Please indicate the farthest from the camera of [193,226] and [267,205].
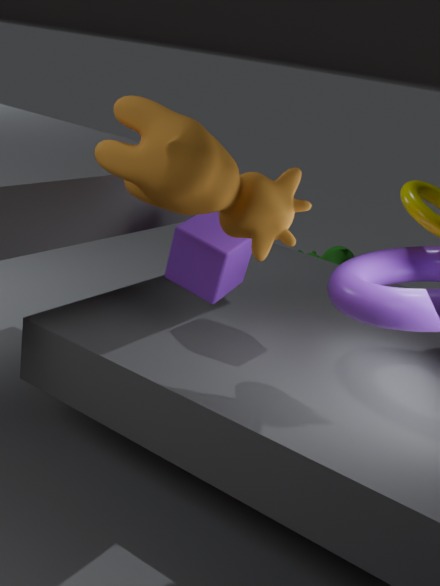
[193,226]
